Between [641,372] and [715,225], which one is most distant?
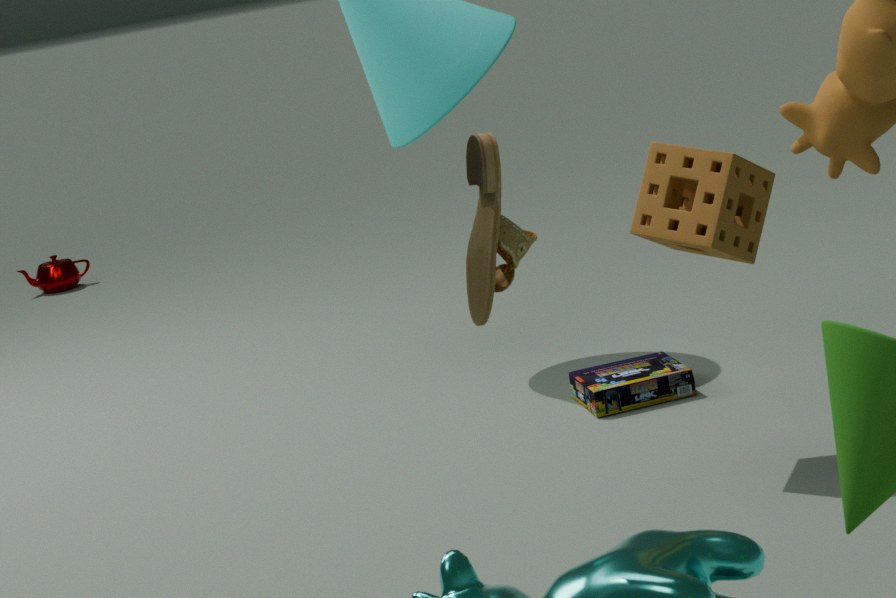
[641,372]
